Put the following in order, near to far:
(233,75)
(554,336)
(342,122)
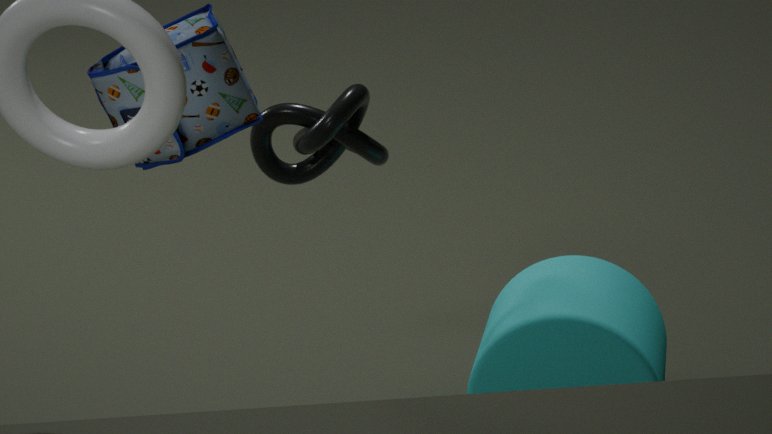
(233,75) → (554,336) → (342,122)
